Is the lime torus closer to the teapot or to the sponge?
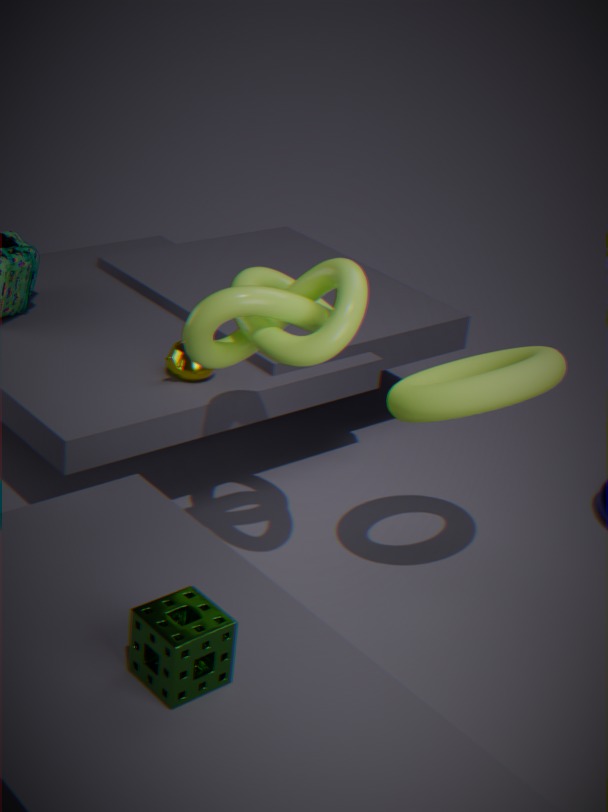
the teapot
